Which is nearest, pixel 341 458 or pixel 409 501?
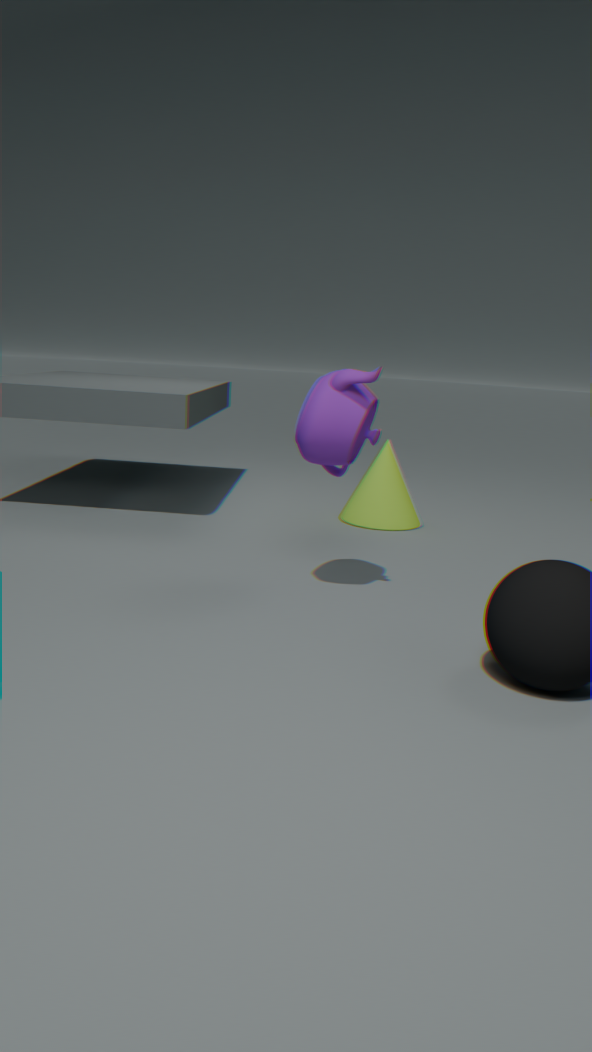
pixel 341 458
